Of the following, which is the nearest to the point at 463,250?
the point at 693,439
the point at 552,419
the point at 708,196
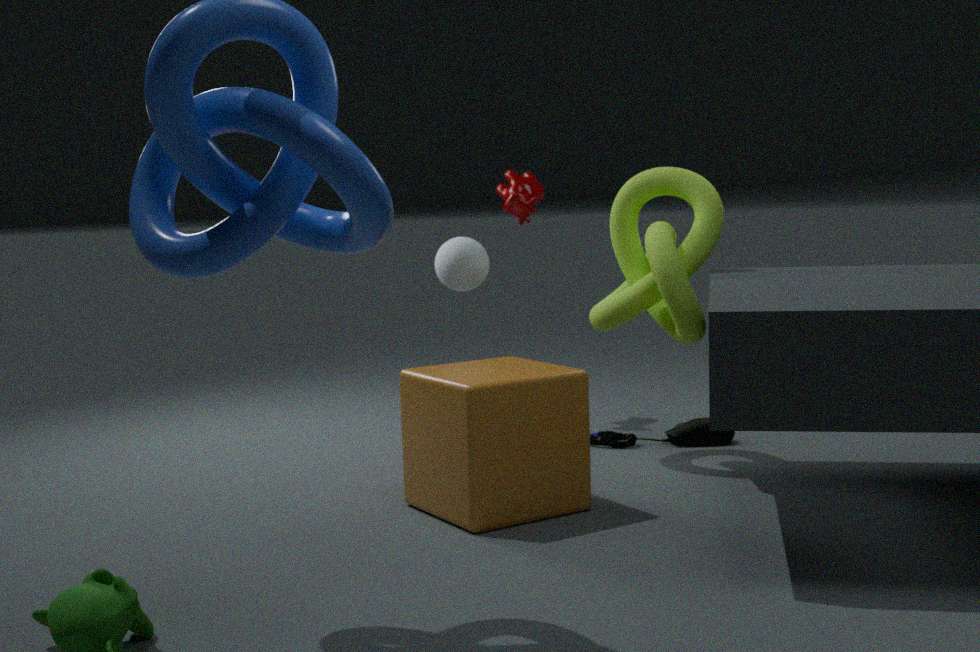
the point at 708,196
